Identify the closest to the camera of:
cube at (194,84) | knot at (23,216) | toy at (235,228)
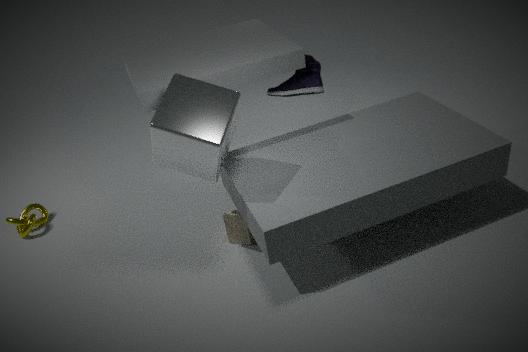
cube at (194,84)
